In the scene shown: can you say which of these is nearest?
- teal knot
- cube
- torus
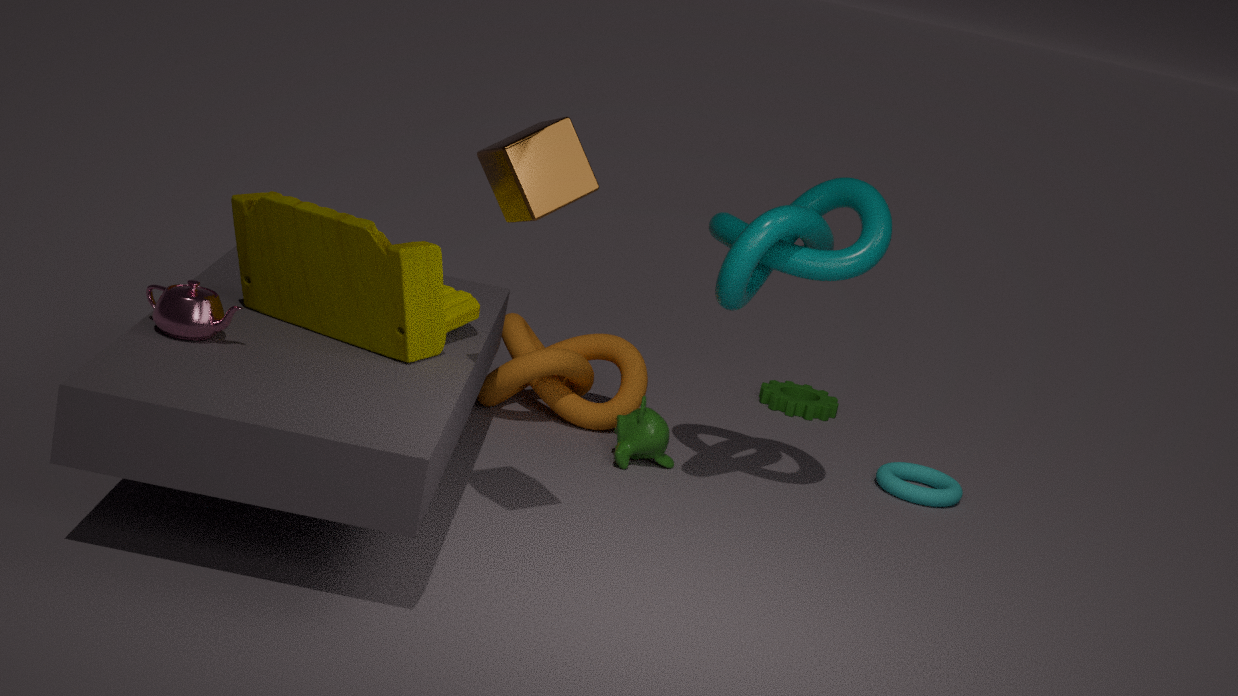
cube
